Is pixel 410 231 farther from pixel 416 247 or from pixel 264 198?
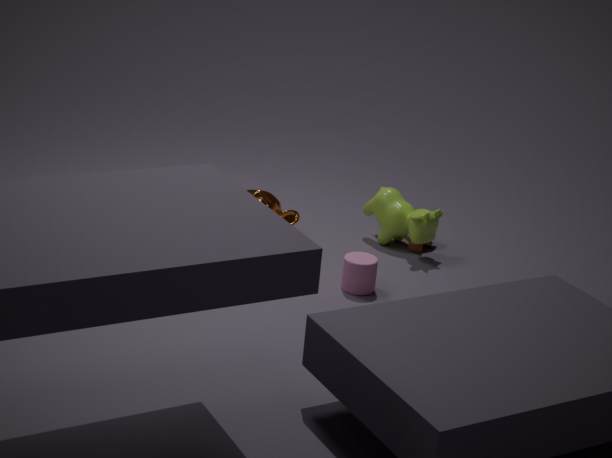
pixel 264 198
